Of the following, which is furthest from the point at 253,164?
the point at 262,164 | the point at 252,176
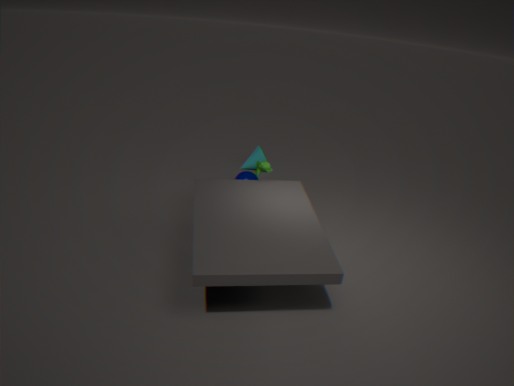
the point at 262,164
